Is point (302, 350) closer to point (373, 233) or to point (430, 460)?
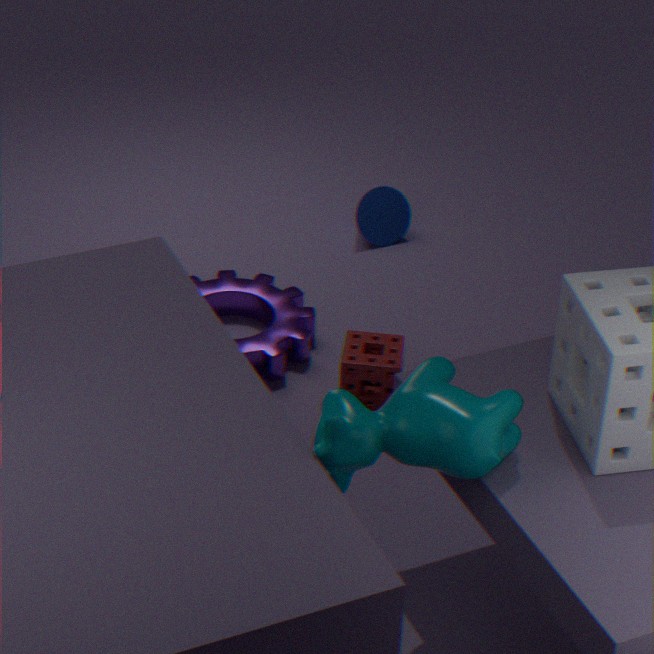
point (373, 233)
